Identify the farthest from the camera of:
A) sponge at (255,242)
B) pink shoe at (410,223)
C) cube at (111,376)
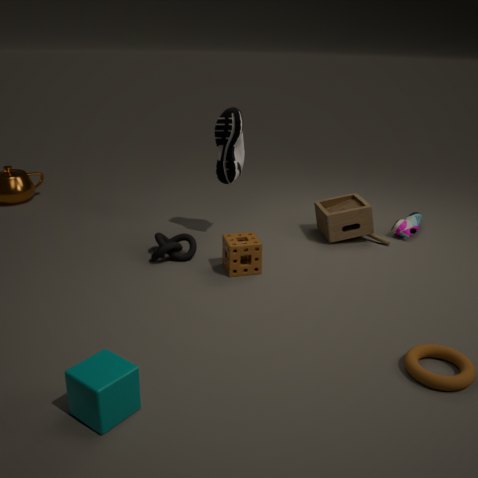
pink shoe at (410,223)
